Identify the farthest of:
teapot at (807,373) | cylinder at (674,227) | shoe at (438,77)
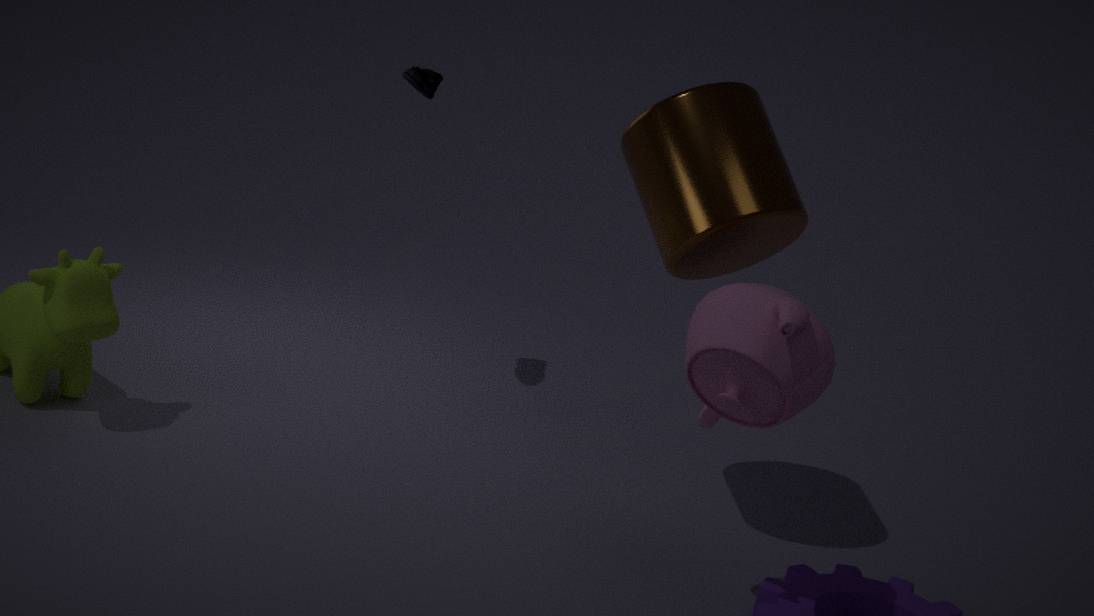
shoe at (438,77)
